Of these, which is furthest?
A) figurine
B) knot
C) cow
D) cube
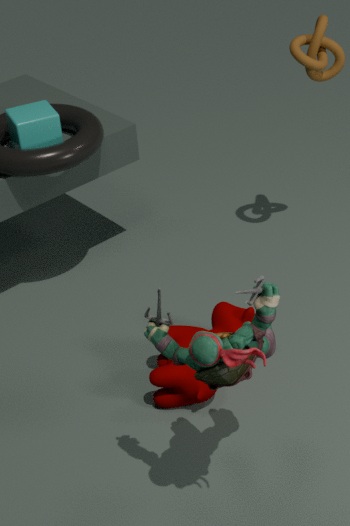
knot
